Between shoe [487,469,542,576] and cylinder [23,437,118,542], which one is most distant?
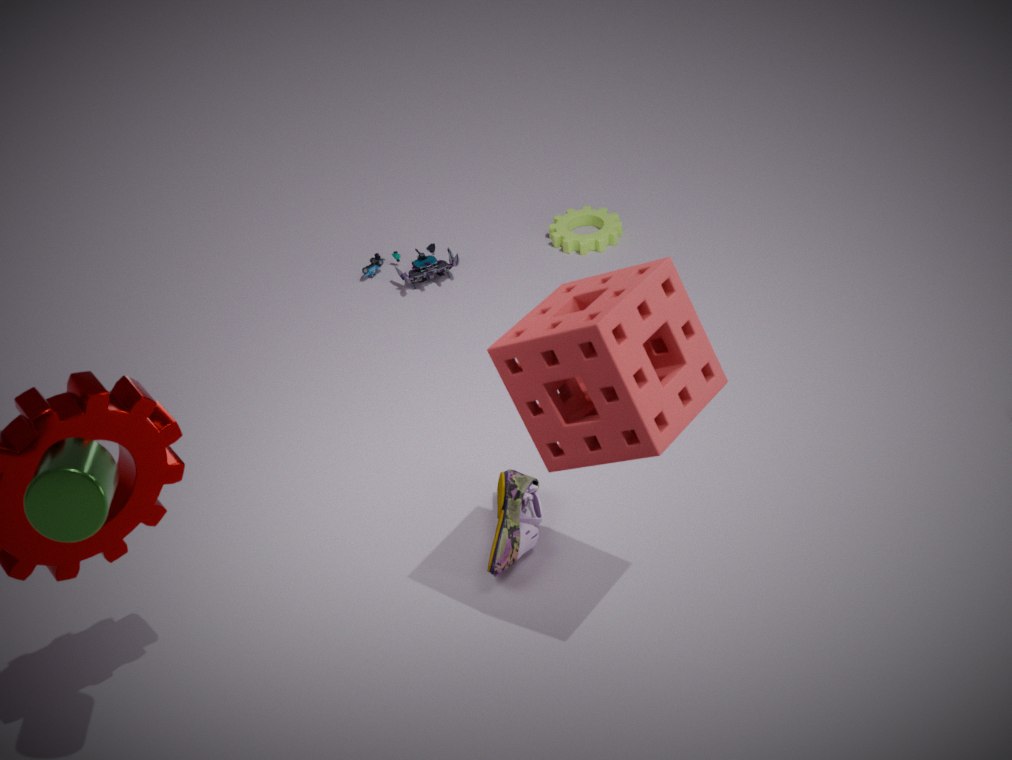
shoe [487,469,542,576]
